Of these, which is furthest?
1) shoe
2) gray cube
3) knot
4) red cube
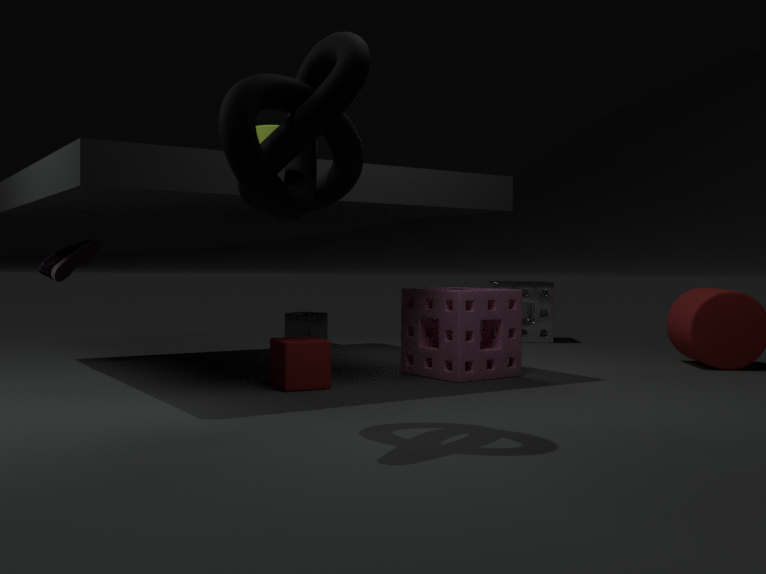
2. gray cube
